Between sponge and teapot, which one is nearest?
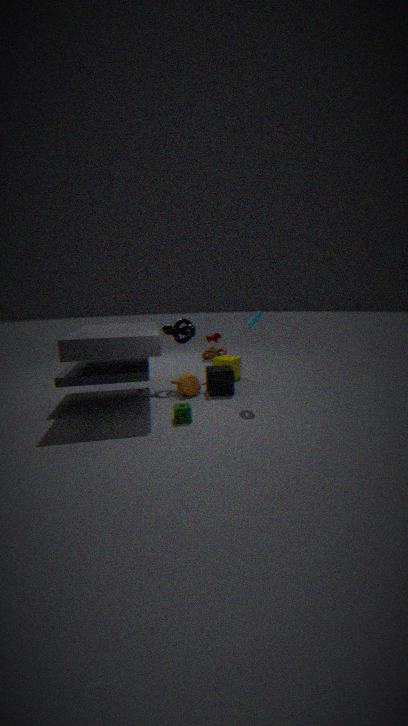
sponge
